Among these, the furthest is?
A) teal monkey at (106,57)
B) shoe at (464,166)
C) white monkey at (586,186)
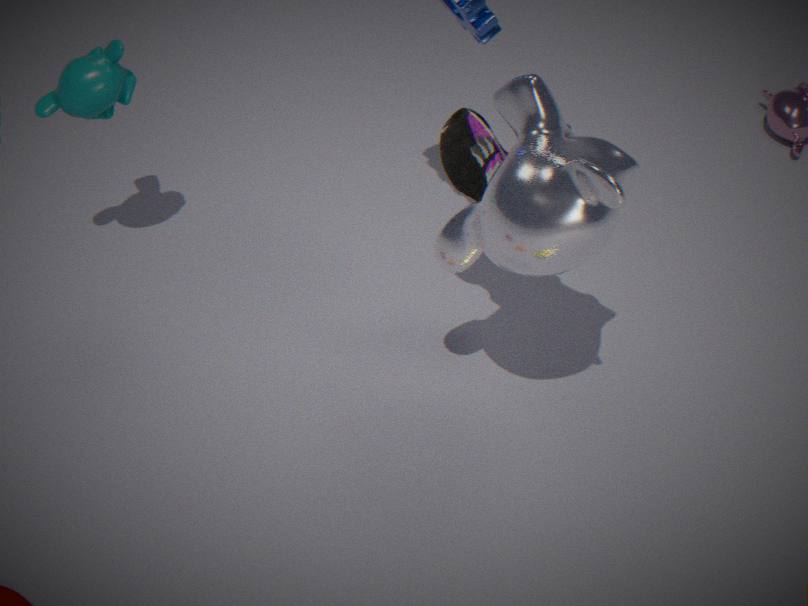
teal monkey at (106,57)
